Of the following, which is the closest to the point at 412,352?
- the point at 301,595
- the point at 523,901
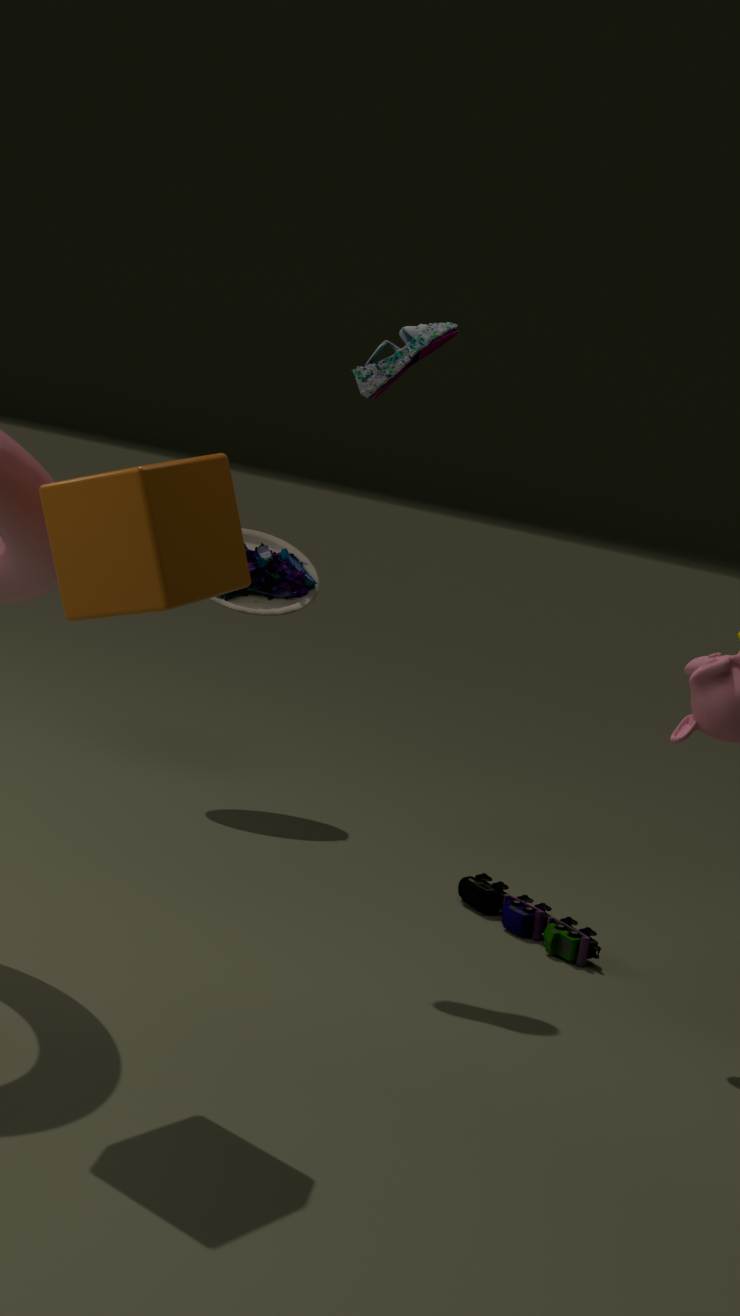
the point at 301,595
